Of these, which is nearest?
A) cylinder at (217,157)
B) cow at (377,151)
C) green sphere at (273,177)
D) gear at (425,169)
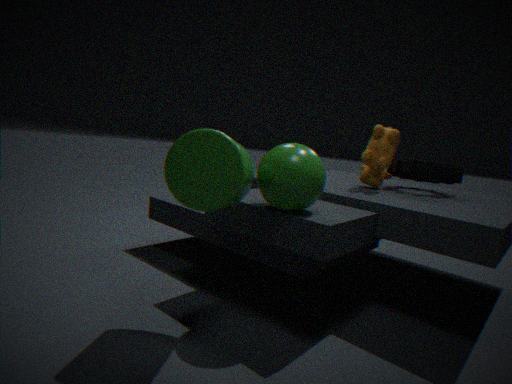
cylinder at (217,157)
